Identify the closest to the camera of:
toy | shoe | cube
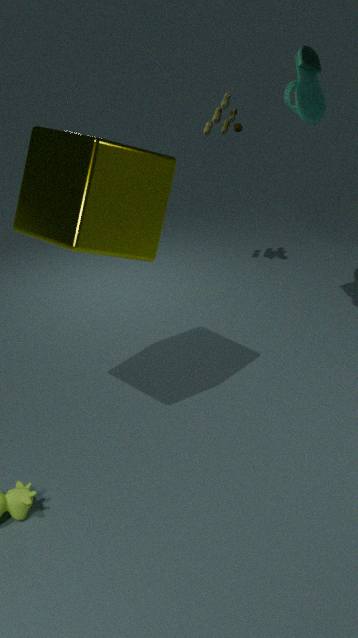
cube
